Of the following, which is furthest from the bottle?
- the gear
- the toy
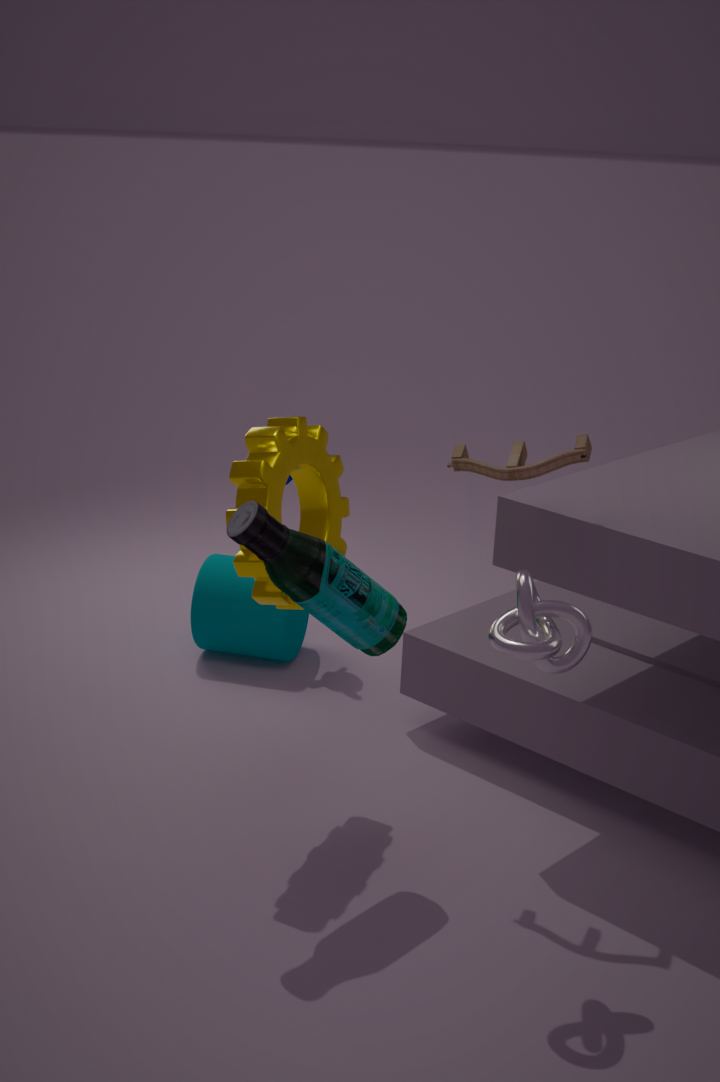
the toy
